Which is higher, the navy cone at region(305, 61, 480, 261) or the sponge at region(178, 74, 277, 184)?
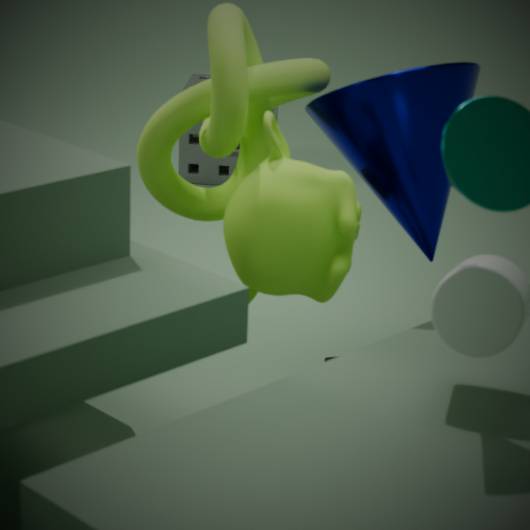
the navy cone at region(305, 61, 480, 261)
